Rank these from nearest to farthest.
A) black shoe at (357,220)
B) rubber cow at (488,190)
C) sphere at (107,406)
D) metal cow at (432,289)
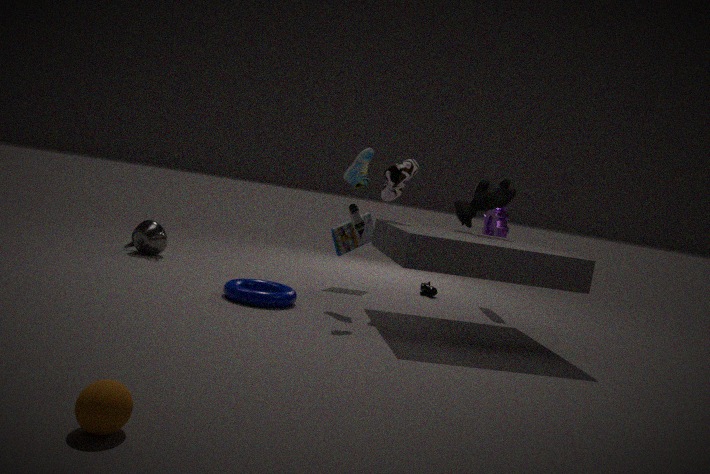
1. sphere at (107,406)
2. black shoe at (357,220)
3. rubber cow at (488,190)
4. metal cow at (432,289)
